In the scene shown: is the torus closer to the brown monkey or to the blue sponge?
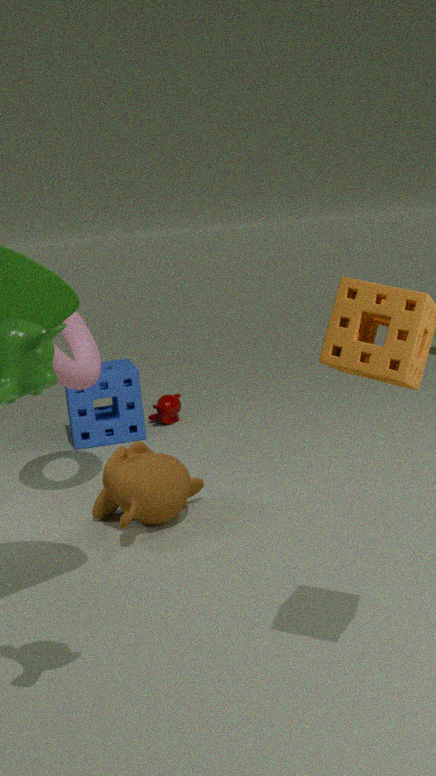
the brown monkey
